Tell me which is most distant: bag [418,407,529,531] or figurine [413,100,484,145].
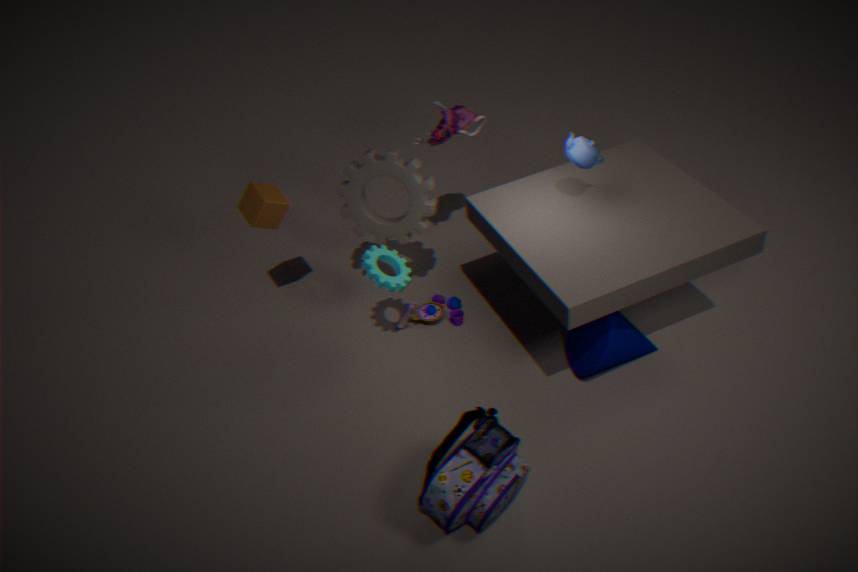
figurine [413,100,484,145]
